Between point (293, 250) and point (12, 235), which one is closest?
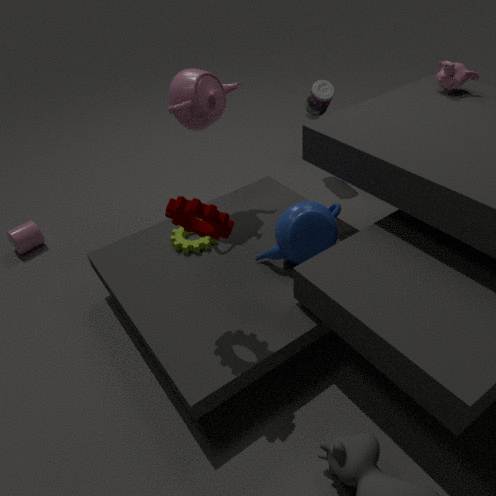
point (293, 250)
